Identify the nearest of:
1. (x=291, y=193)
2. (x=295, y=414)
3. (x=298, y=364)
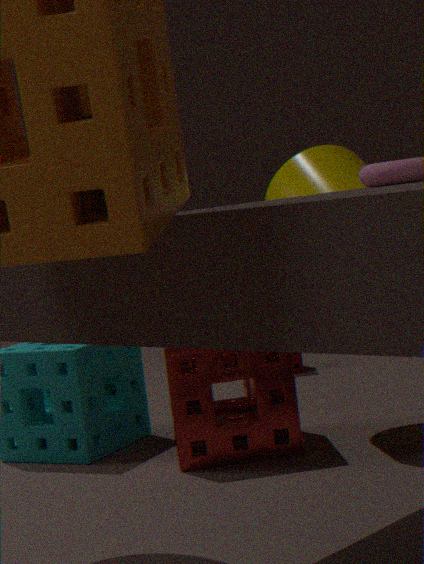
(x=295, y=414)
